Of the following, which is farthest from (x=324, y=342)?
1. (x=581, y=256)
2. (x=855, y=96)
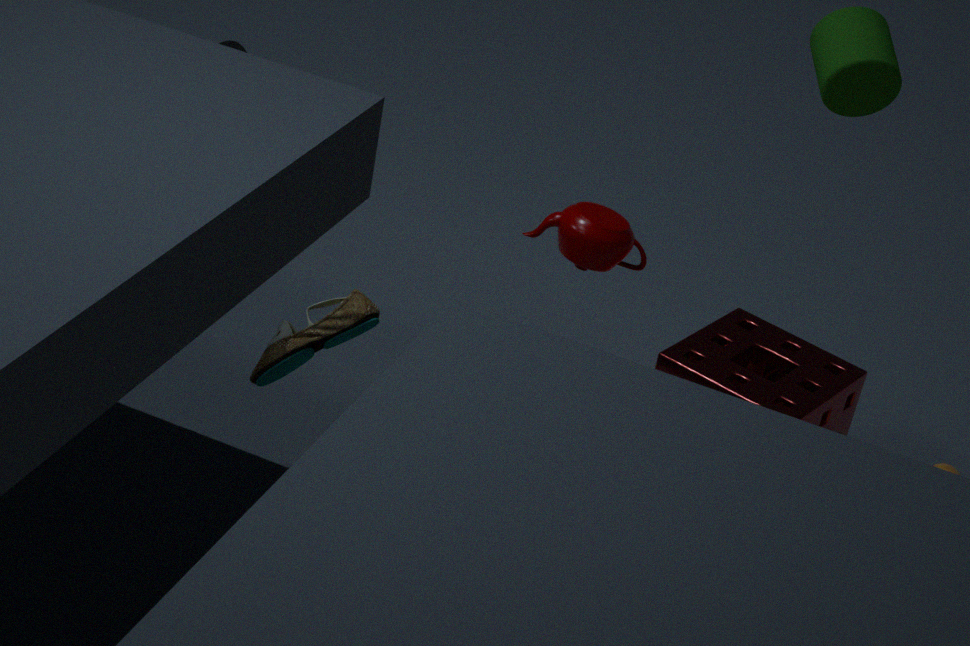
(x=855, y=96)
